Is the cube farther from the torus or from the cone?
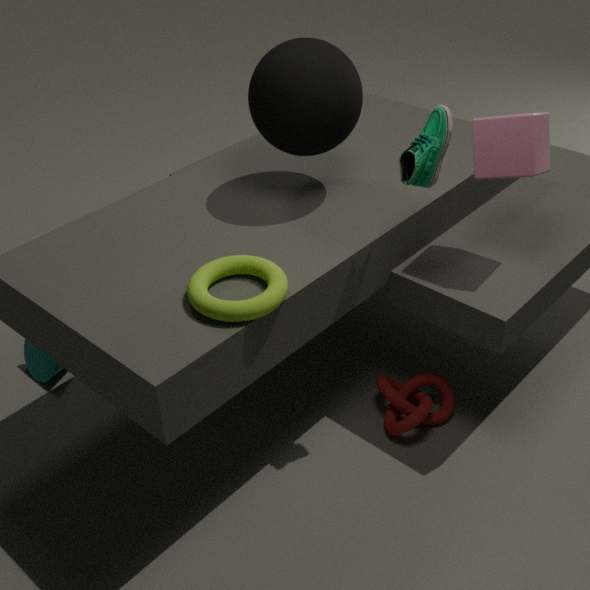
the cone
